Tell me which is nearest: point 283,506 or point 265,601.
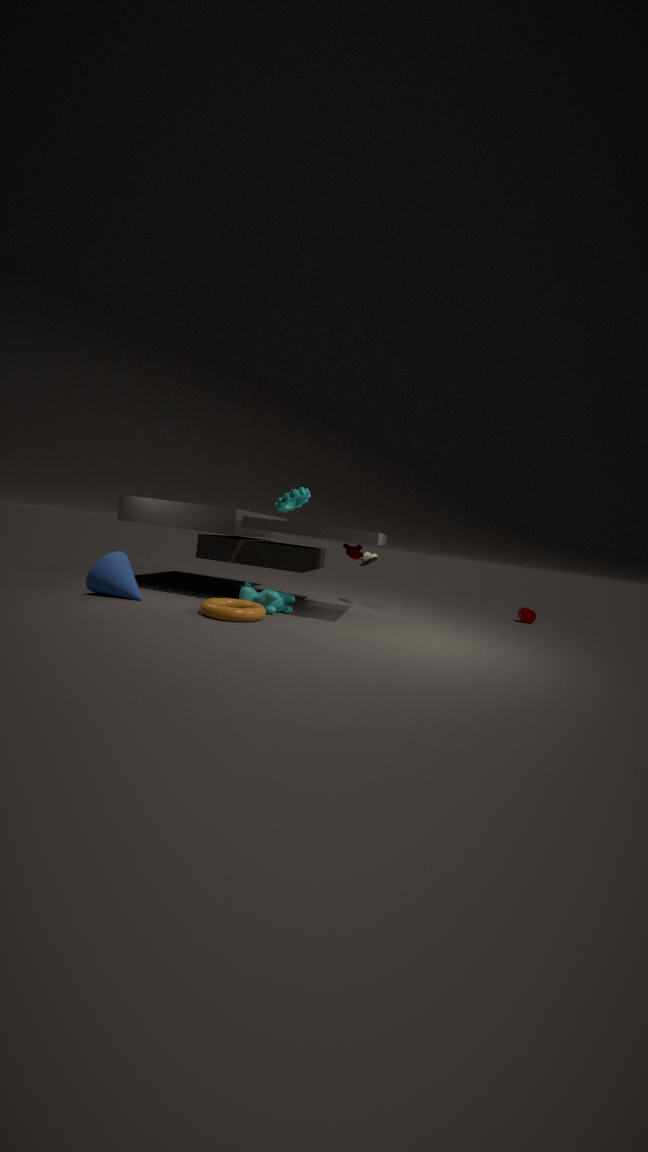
point 283,506
